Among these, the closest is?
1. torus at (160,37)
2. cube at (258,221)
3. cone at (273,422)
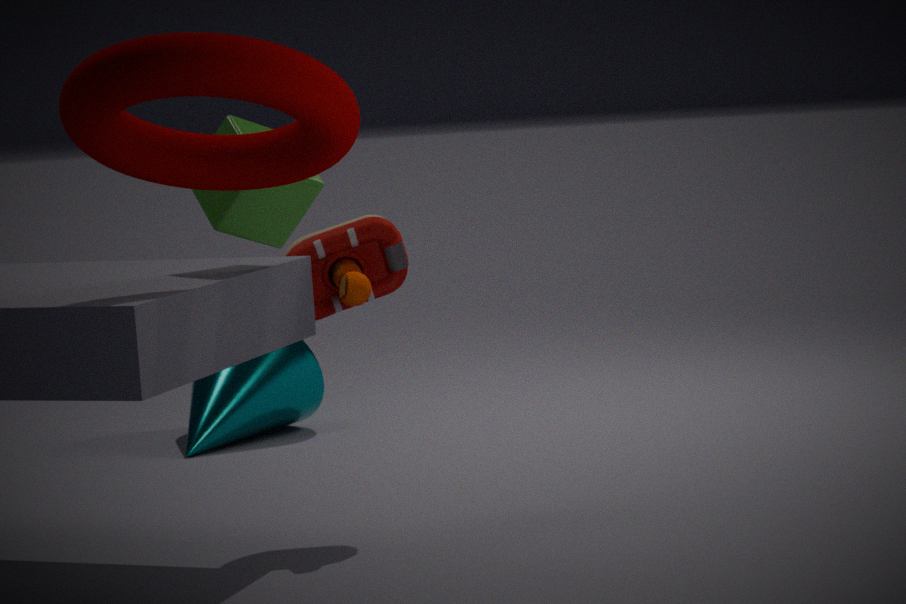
torus at (160,37)
